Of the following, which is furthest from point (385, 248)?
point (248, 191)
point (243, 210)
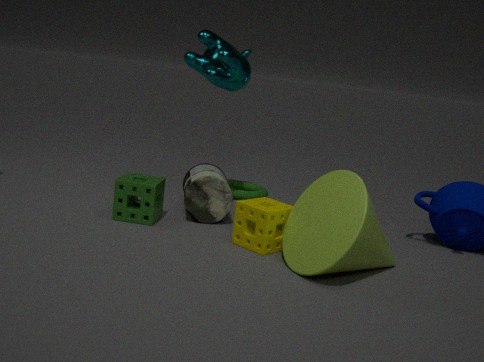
point (248, 191)
